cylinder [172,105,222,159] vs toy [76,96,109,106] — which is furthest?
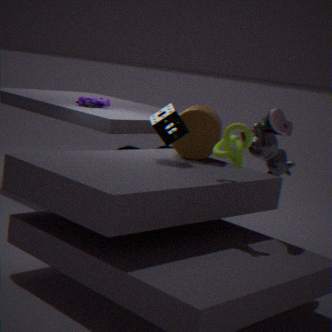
toy [76,96,109,106]
